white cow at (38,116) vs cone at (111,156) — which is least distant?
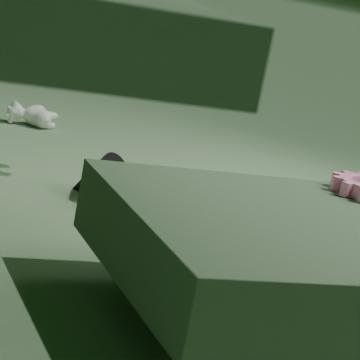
cone at (111,156)
